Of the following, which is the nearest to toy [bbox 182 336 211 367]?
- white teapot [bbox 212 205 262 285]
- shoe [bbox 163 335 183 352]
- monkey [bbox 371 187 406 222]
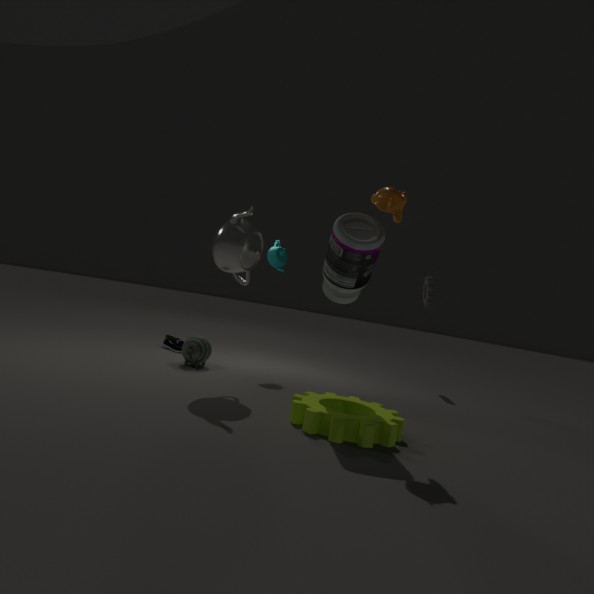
shoe [bbox 163 335 183 352]
